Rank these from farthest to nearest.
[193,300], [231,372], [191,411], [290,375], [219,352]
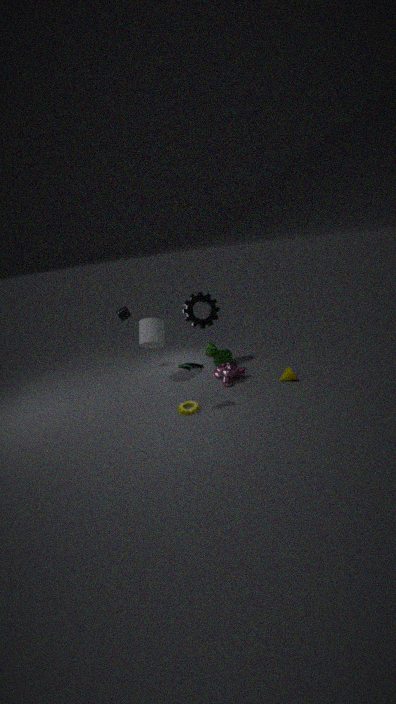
[219,352]
[193,300]
[231,372]
[290,375]
[191,411]
